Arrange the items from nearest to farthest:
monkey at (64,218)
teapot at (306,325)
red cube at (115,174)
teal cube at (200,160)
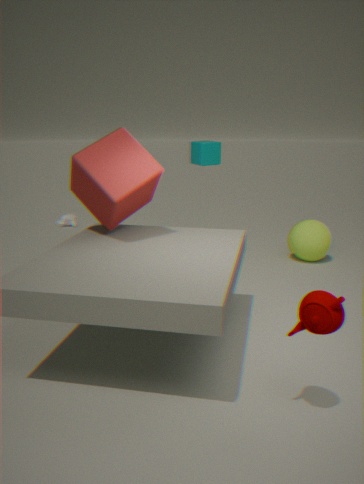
teapot at (306,325), red cube at (115,174), teal cube at (200,160), monkey at (64,218)
